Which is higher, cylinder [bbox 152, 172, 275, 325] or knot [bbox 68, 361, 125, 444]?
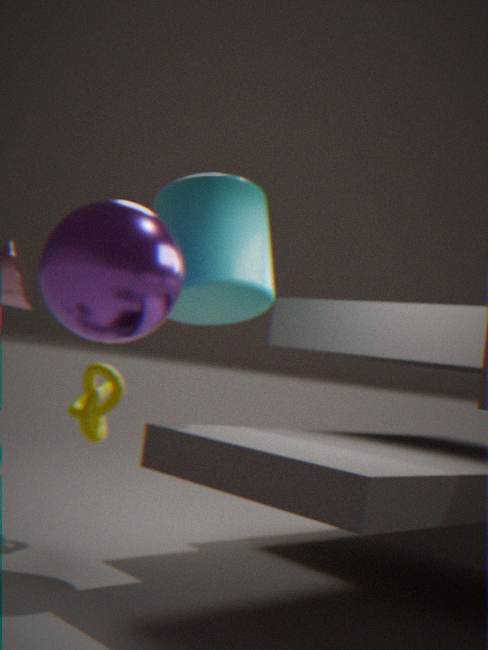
cylinder [bbox 152, 172, 275, 325]
